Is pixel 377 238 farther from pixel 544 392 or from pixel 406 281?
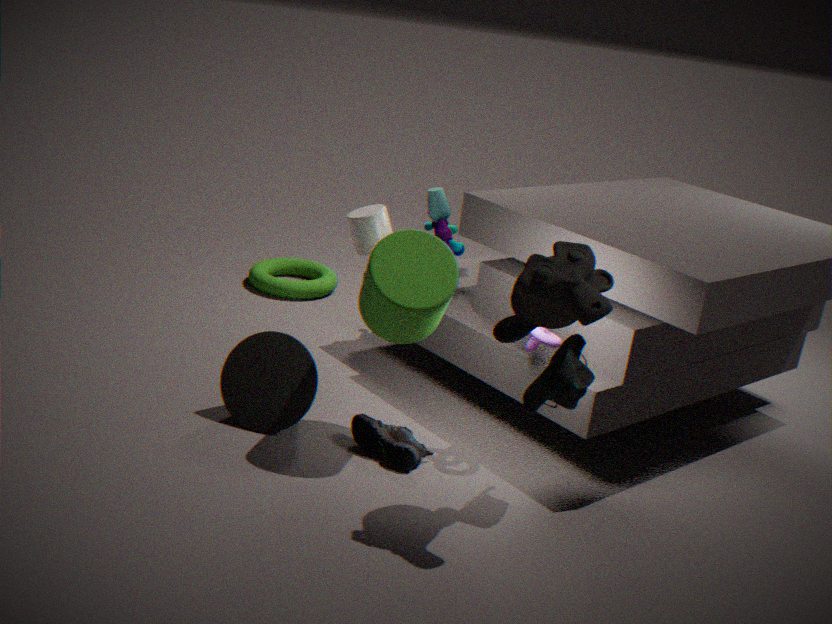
pixel 544 392
